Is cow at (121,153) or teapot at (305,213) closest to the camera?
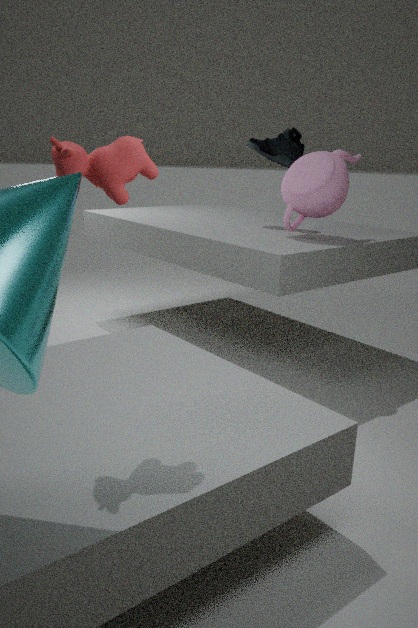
cow at (121,153)
